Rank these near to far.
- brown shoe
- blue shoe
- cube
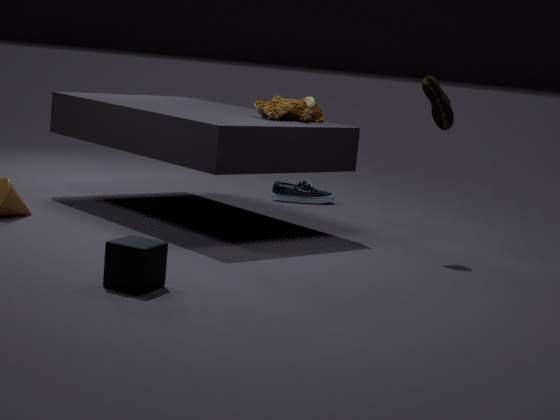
Result: 1. cube
2. brown shoe
3. blue shoe
